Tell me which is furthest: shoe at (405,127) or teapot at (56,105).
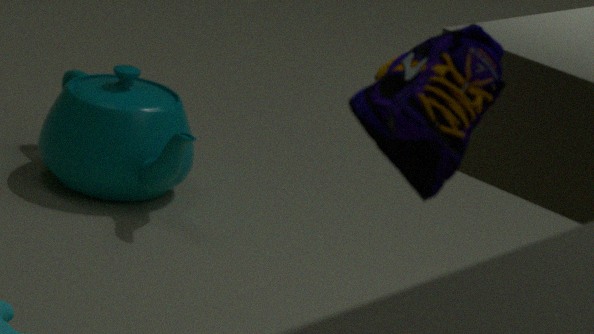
teapot at (56,105)
